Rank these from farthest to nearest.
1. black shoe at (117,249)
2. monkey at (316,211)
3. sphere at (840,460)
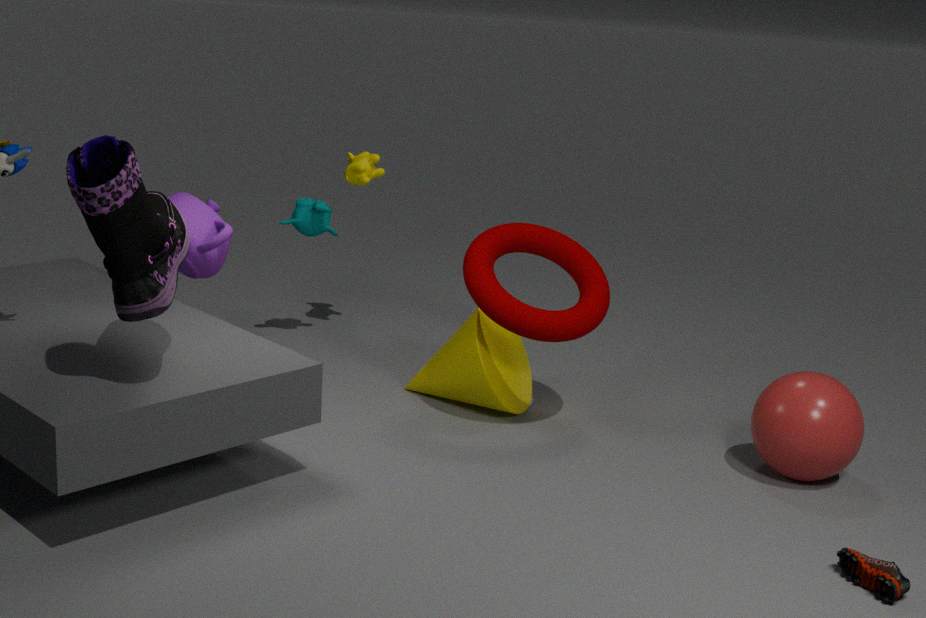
1. monkey at (316,211)
2. sphere at (840,460)
3. black shoe at (117,249)
